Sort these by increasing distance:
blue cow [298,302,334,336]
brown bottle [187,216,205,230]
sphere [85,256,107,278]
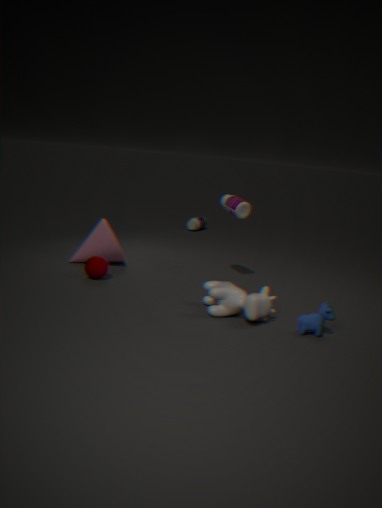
blue cow [298,302,334,336] < sphere [85,256,107,278] < brown bottle [187,216,205,230]
